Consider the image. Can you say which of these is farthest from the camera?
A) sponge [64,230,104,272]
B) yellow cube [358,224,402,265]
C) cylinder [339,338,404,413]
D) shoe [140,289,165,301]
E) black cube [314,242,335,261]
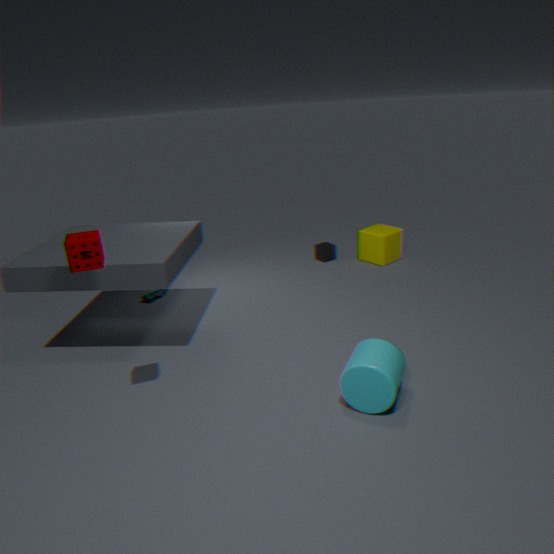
black cube [314,242,335,261]
